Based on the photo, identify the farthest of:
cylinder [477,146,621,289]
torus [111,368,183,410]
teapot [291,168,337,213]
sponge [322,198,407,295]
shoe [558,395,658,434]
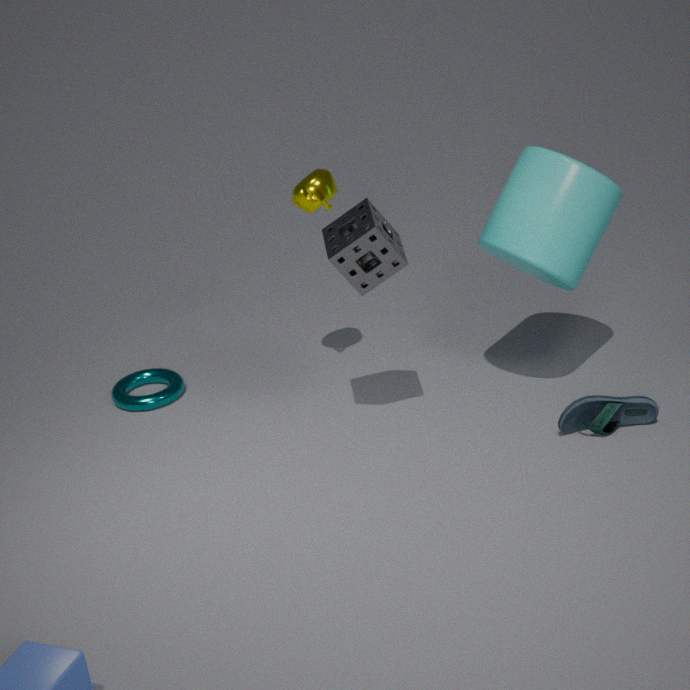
torus [111,368,183,410]
